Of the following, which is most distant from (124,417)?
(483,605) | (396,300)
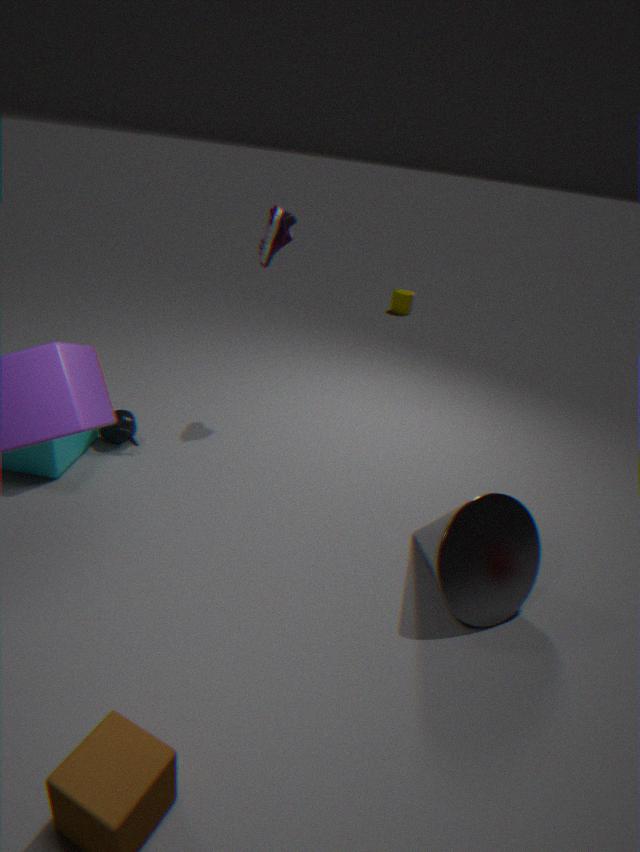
(396,300)
